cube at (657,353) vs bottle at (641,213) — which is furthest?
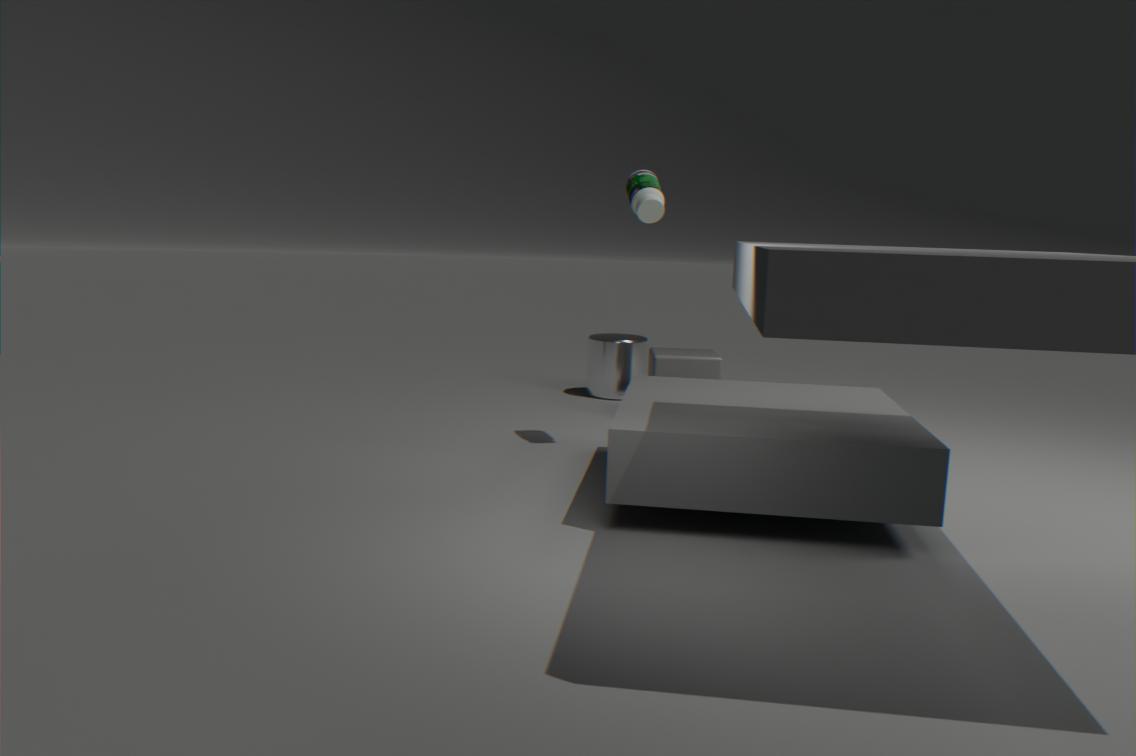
cube at (657,353)
